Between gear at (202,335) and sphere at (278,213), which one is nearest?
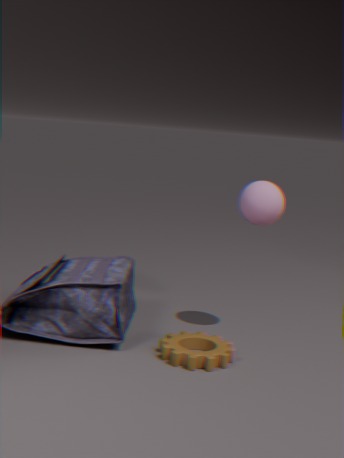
gear at (202,335)
